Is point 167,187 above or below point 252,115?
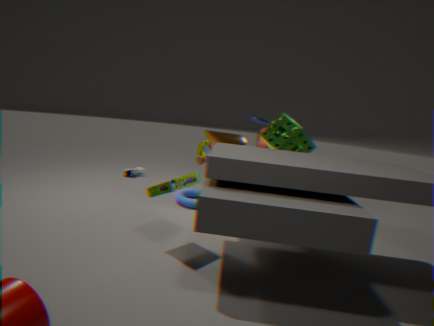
below
